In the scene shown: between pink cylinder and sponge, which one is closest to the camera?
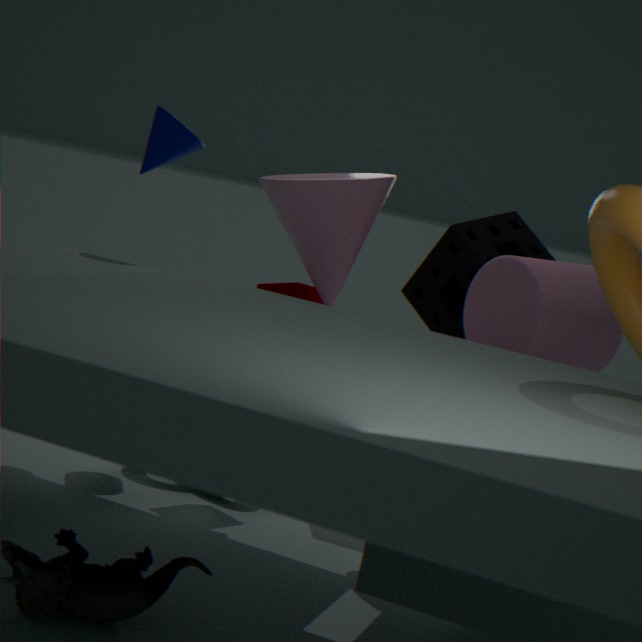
pink cylinder
